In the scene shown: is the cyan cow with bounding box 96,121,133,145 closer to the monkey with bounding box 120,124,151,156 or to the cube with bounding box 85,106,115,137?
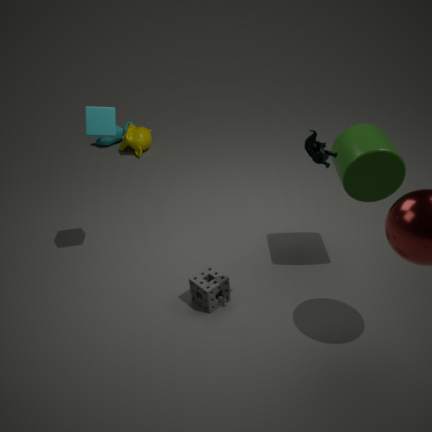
the monkey with bounding box 120,124,151,156
